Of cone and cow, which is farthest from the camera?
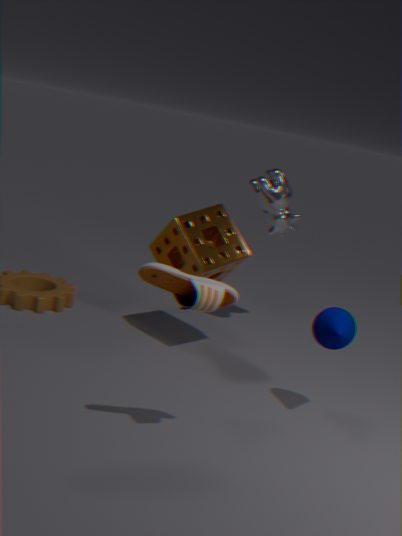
cow
